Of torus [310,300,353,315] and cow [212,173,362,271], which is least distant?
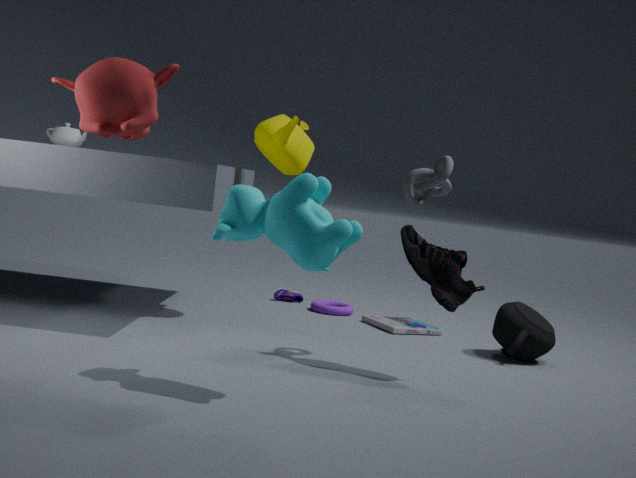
cow [212,173,362,271]
